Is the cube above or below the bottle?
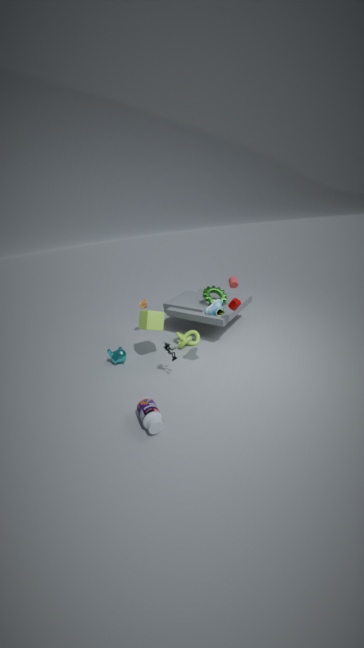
above
